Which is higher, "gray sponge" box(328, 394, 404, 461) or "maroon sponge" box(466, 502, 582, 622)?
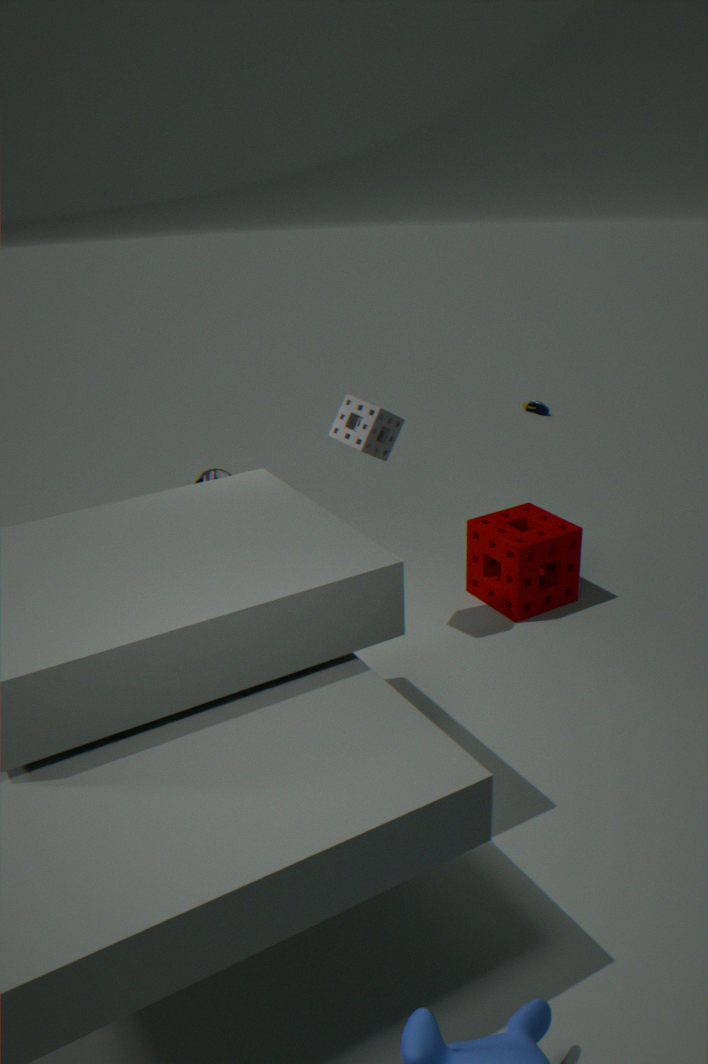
"gray sponge" box(328, 394, 404, 461)
